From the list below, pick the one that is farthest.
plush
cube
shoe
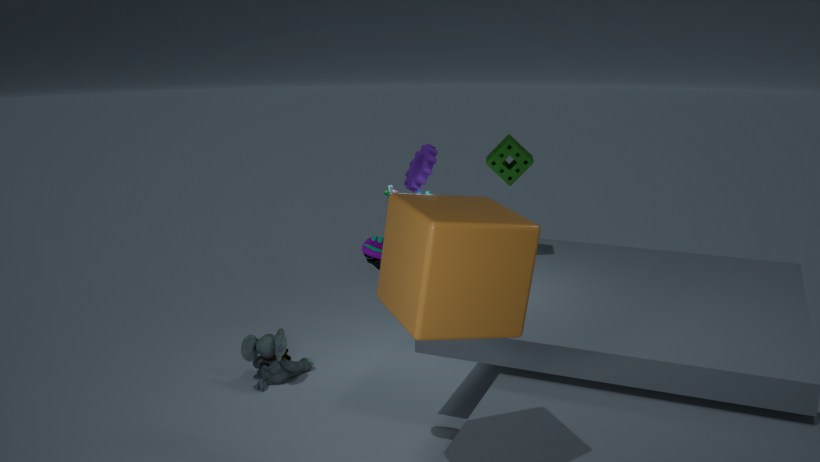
plush
